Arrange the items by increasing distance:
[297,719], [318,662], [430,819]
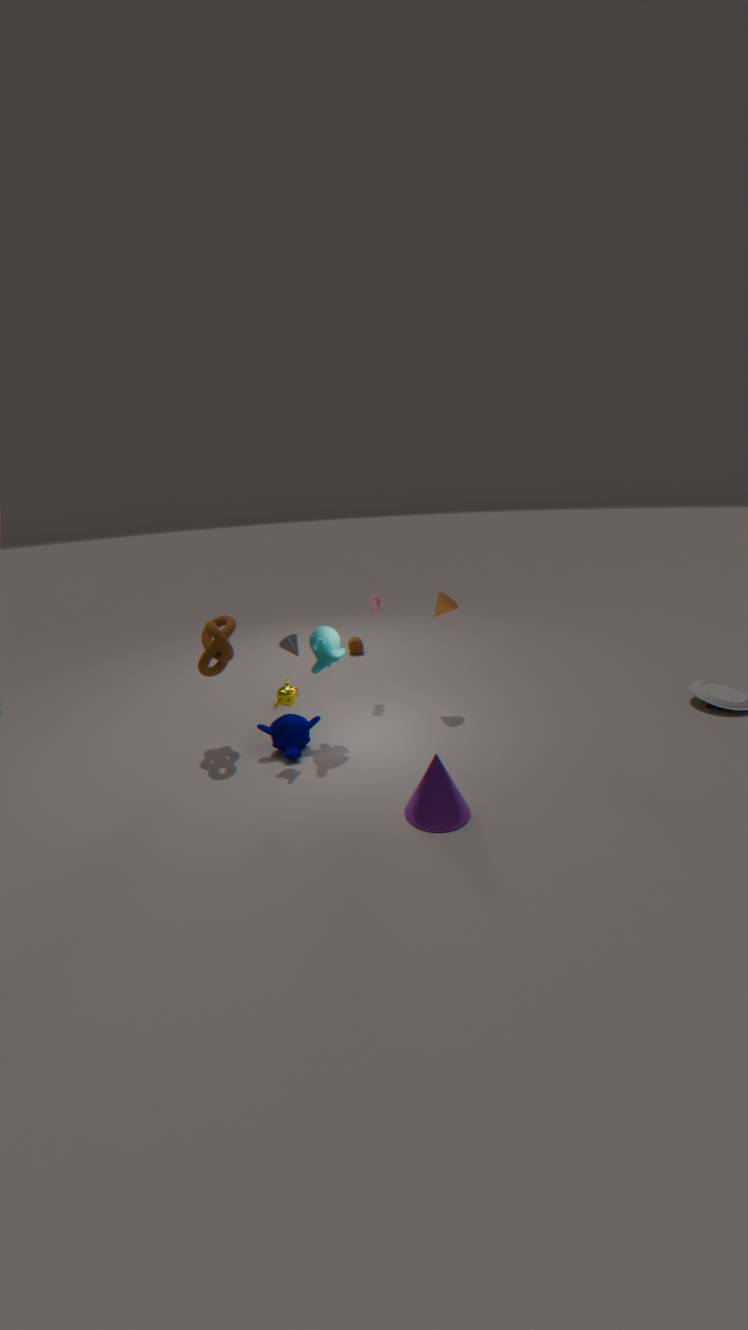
[430,819] < [297,719] < [318,662]
